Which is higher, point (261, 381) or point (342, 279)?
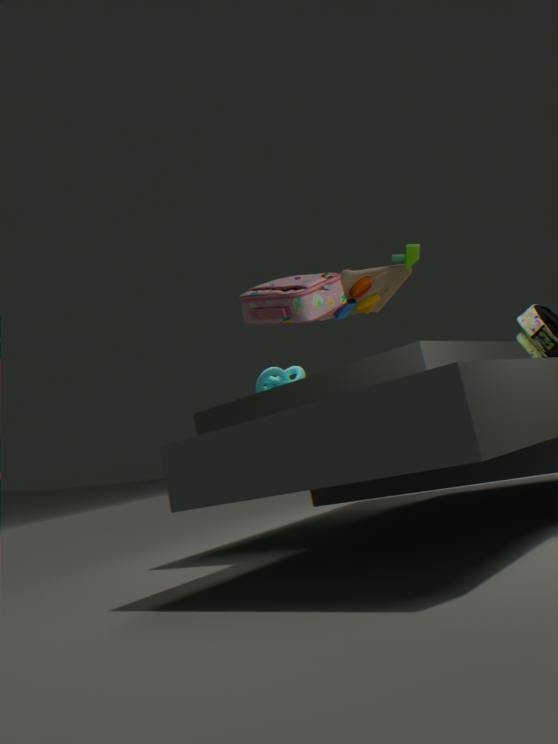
point (342, 279)
